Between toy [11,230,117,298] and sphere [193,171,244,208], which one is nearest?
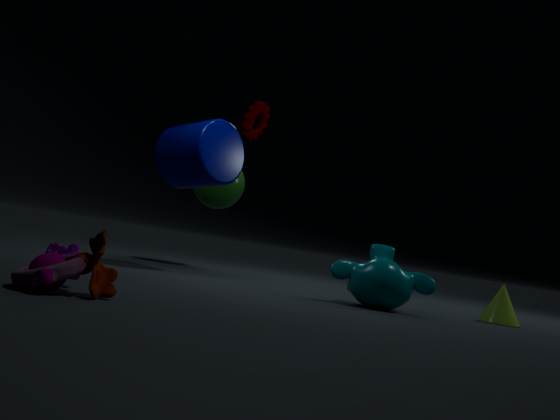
toy [11,230,117,298]
